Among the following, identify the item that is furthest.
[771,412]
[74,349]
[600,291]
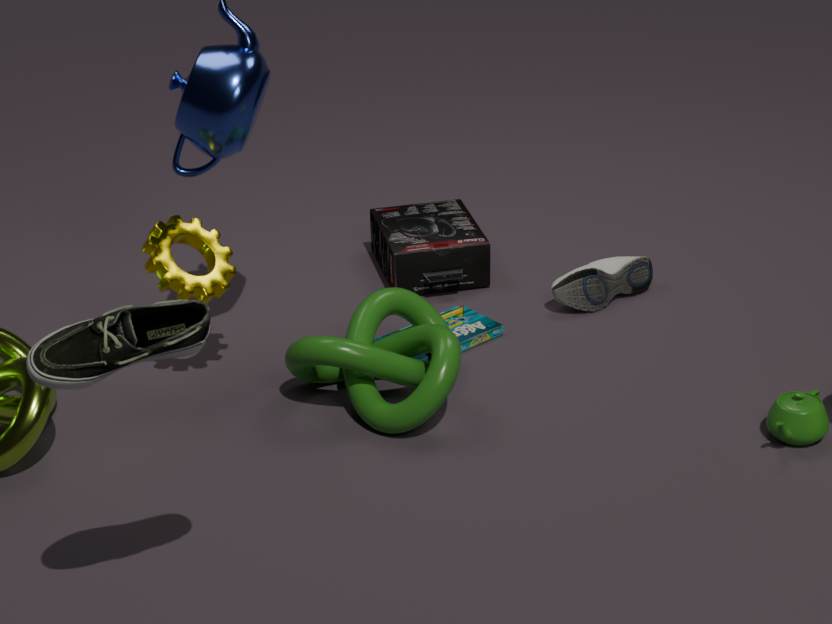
[600,291]
